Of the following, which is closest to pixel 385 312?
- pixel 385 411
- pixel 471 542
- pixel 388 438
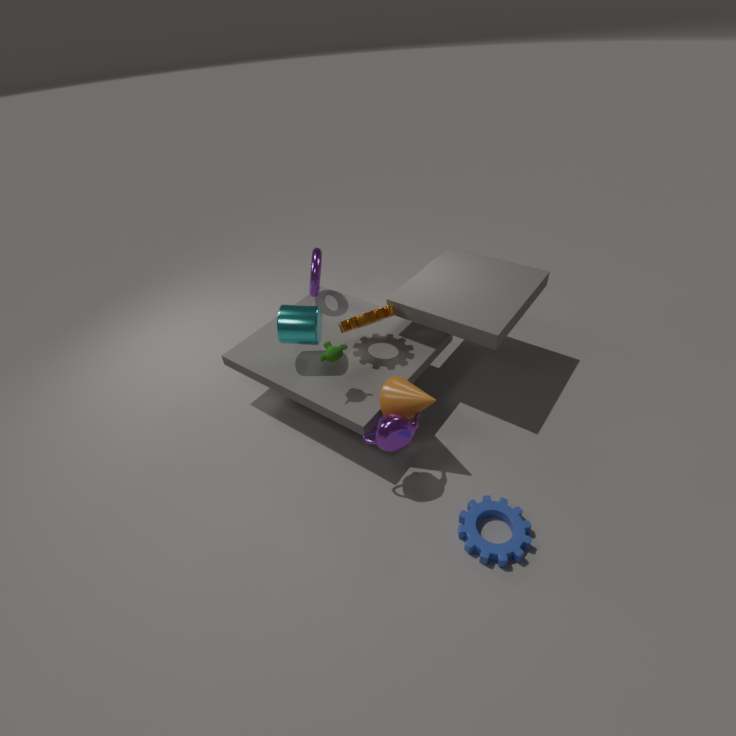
pixel 385 411
